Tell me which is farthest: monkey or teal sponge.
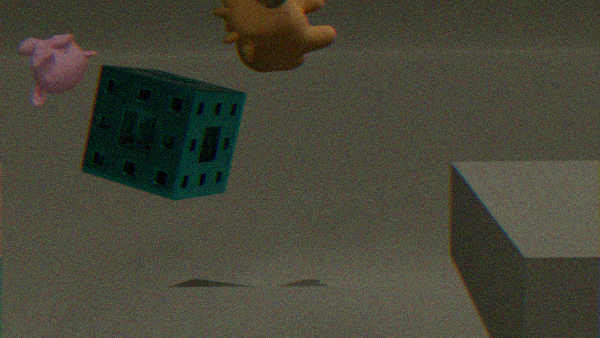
teal sponge
